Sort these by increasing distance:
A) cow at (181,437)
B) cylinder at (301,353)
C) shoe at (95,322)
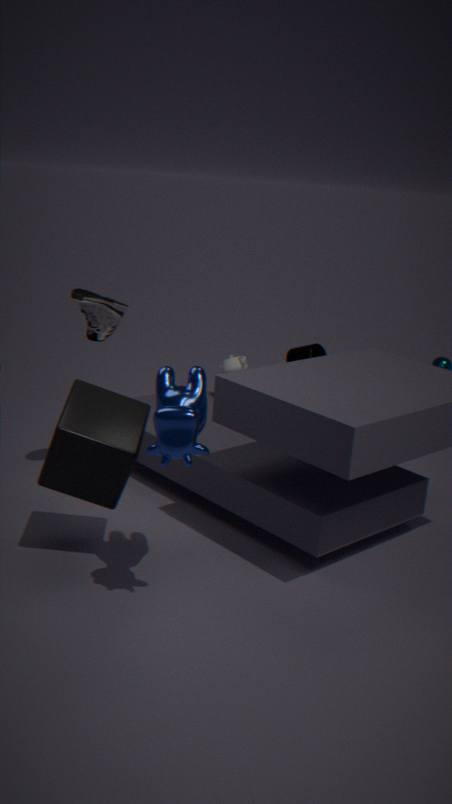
cow at (181,437), shoe at (95,322), cylinder at (301,353)
